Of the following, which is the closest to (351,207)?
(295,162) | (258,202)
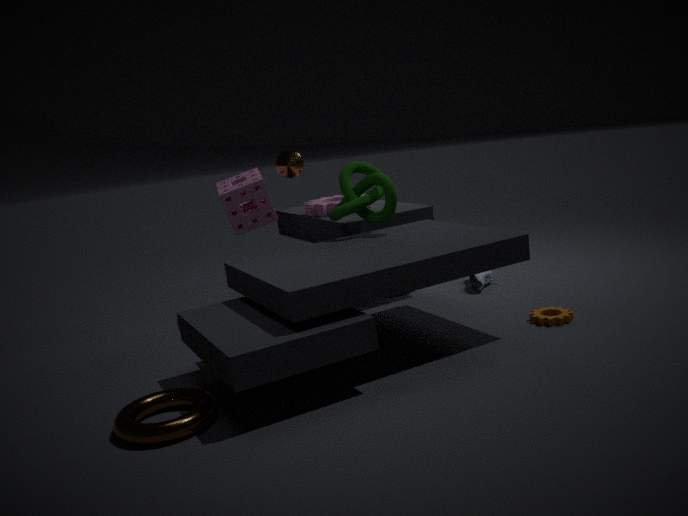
(295,162)
